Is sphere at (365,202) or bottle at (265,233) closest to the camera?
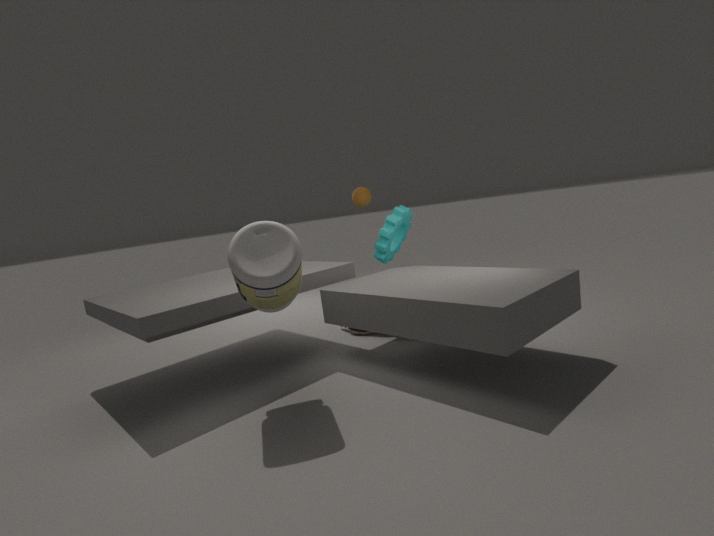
bottle at (265,233)
